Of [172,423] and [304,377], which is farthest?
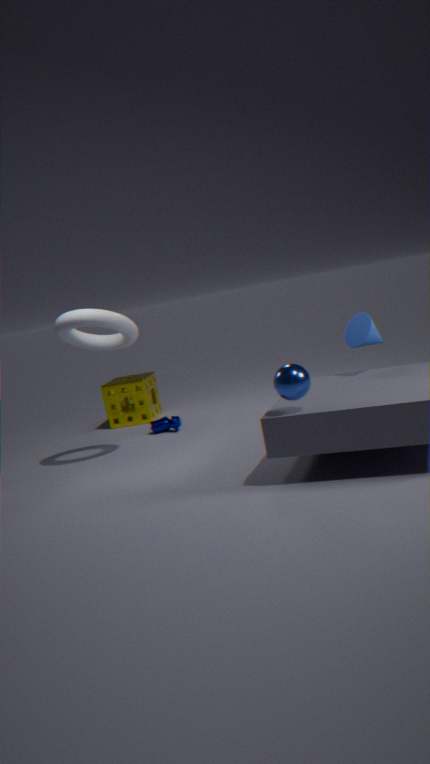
[172,423]
